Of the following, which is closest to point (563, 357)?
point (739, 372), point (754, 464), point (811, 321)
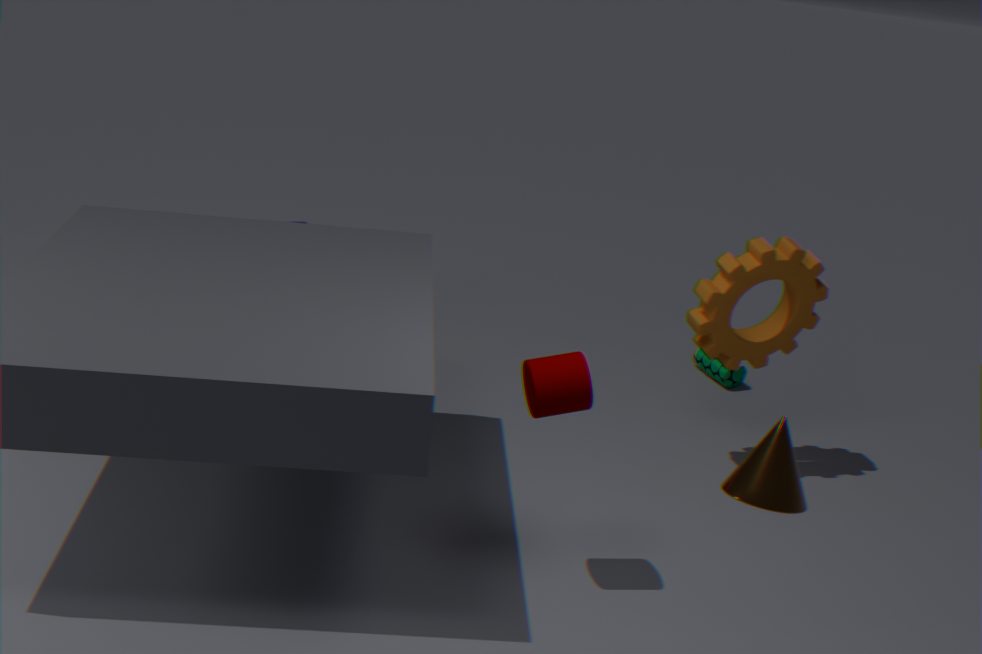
point (754, 464)
